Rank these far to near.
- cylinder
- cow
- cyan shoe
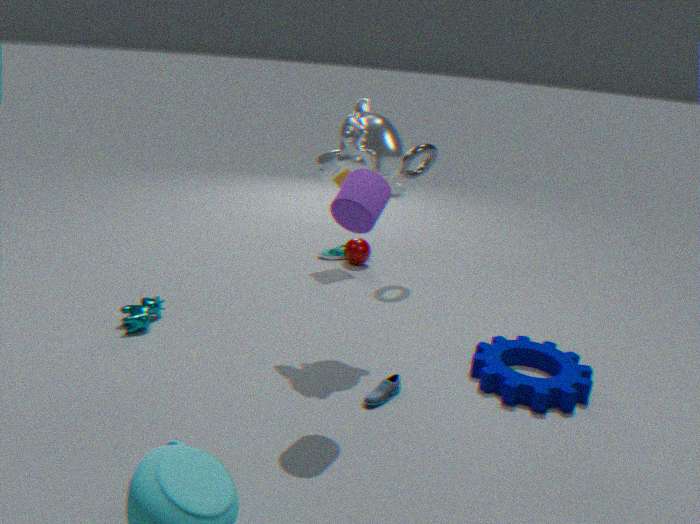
cow, cyan shoe, cylinder
